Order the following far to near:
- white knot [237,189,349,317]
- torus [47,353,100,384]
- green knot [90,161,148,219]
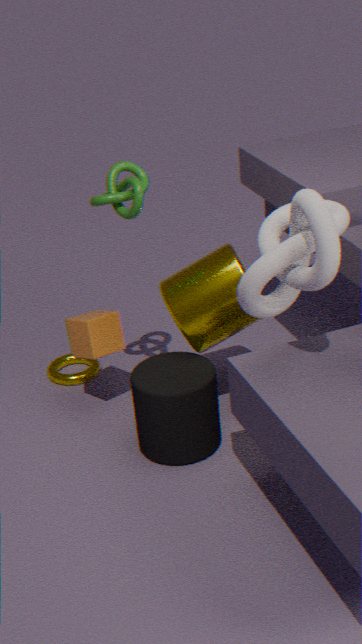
torus [47,353,100,384], green knot [90,161,148,219], white knot [237,189,349,317]
